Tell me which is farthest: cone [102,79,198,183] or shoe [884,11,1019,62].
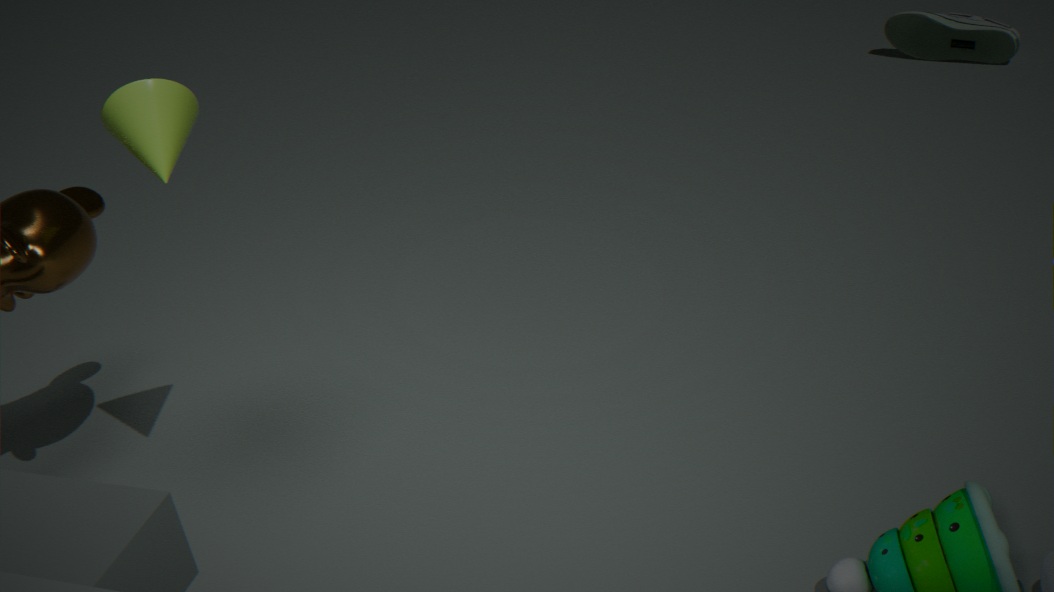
shoe [884,11,1019,62]
